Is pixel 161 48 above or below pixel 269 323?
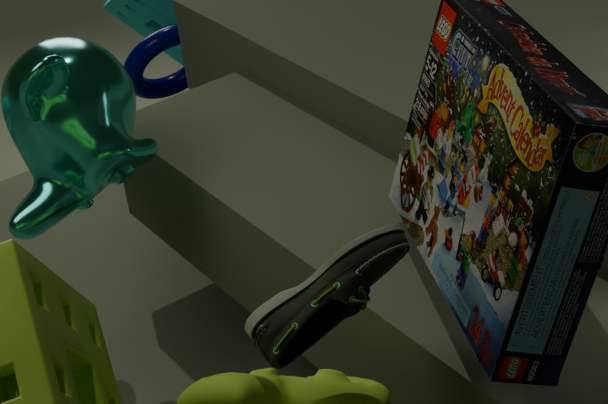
below
